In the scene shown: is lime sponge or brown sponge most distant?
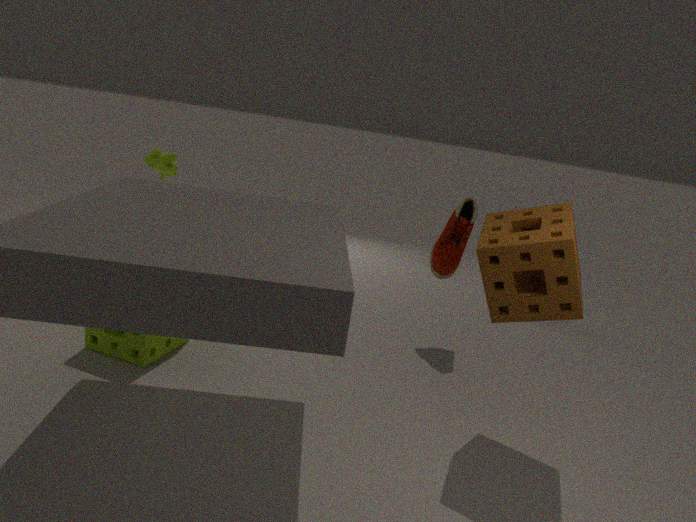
lime sponge
